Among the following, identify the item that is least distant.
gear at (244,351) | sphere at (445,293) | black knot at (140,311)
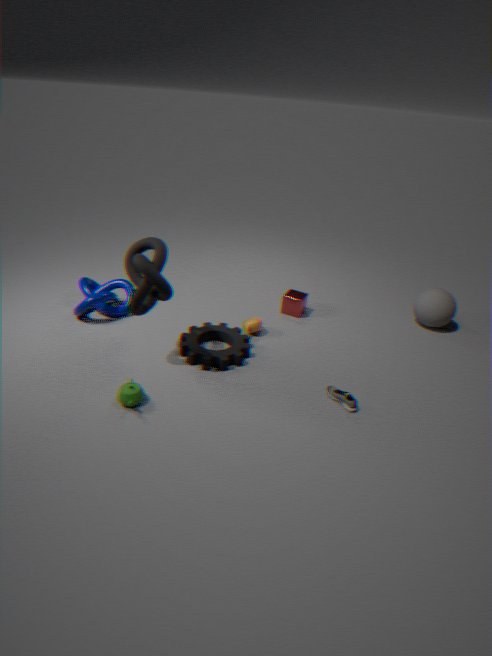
black knot at (140,311)
